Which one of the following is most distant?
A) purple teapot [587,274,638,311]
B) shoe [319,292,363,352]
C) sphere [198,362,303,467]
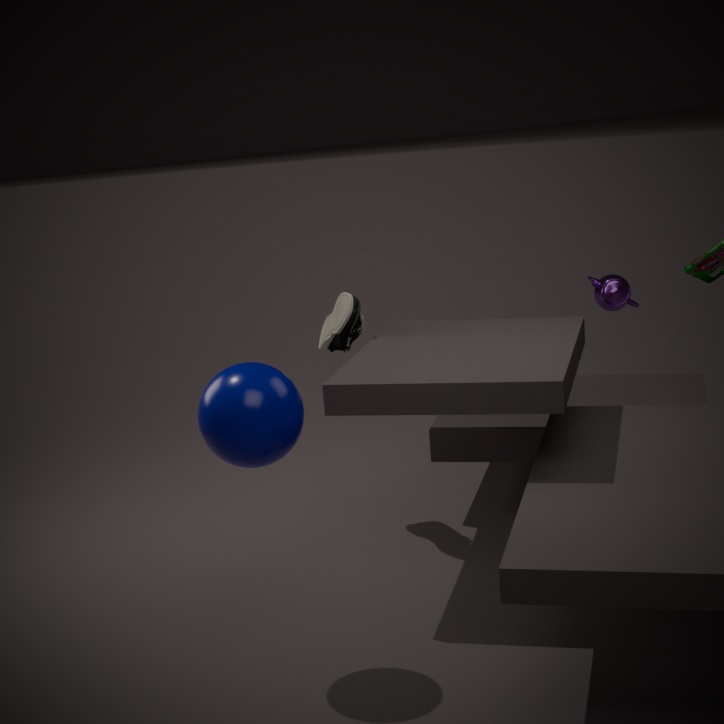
purple teapot [587,274,638,311]
